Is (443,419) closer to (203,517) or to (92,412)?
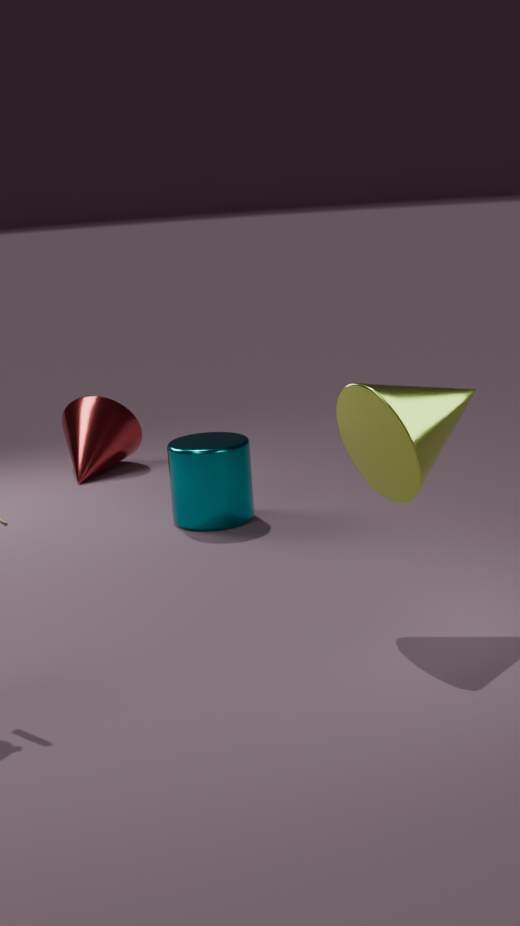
(203,517)
